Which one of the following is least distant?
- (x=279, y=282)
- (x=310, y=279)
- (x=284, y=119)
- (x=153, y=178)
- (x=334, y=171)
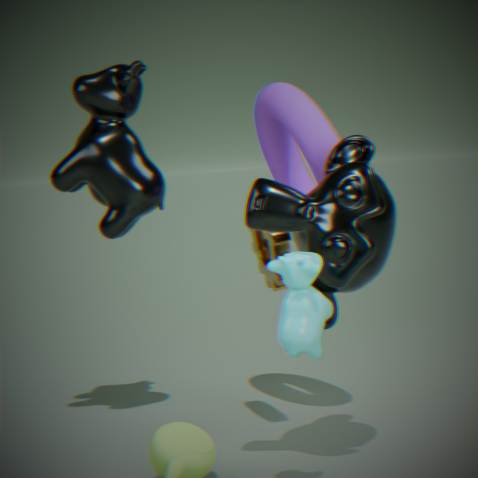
(x=310, y=279)
